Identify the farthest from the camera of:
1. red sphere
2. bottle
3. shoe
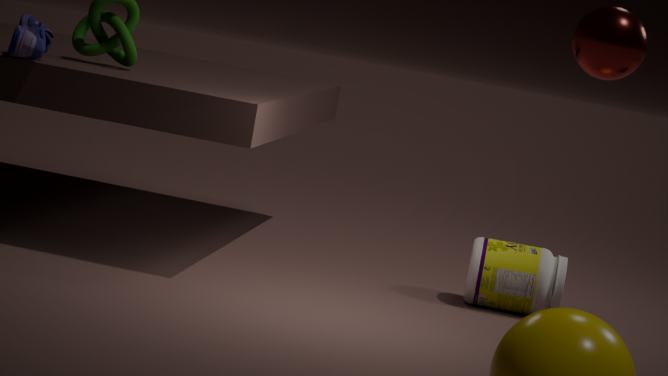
bottle
